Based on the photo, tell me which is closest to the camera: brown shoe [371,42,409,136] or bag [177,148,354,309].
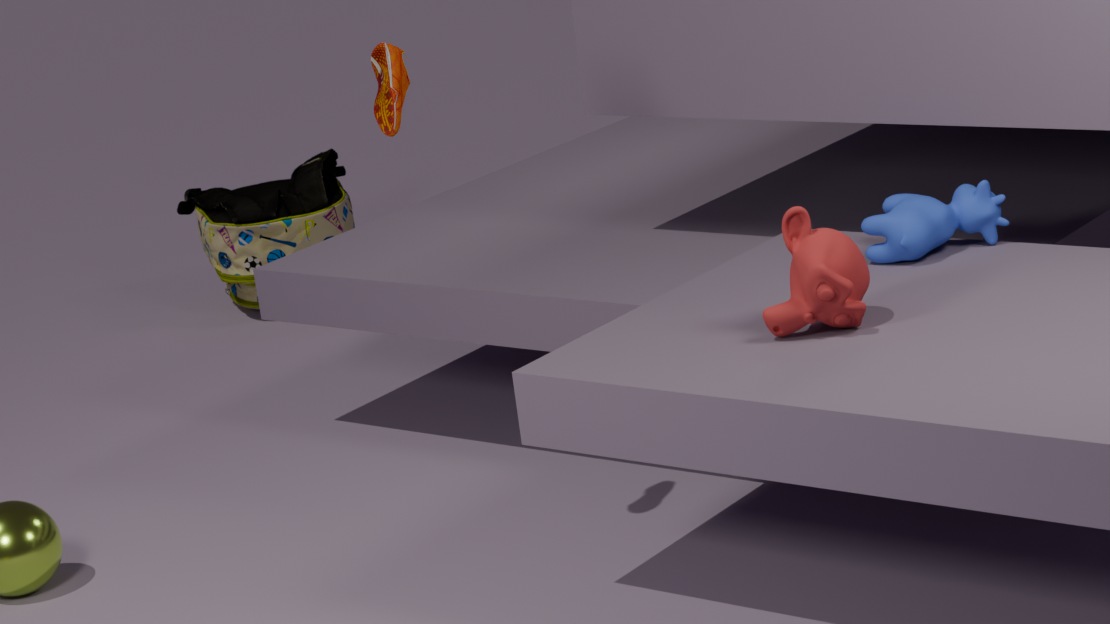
brown shoe [371,42,409,136]
